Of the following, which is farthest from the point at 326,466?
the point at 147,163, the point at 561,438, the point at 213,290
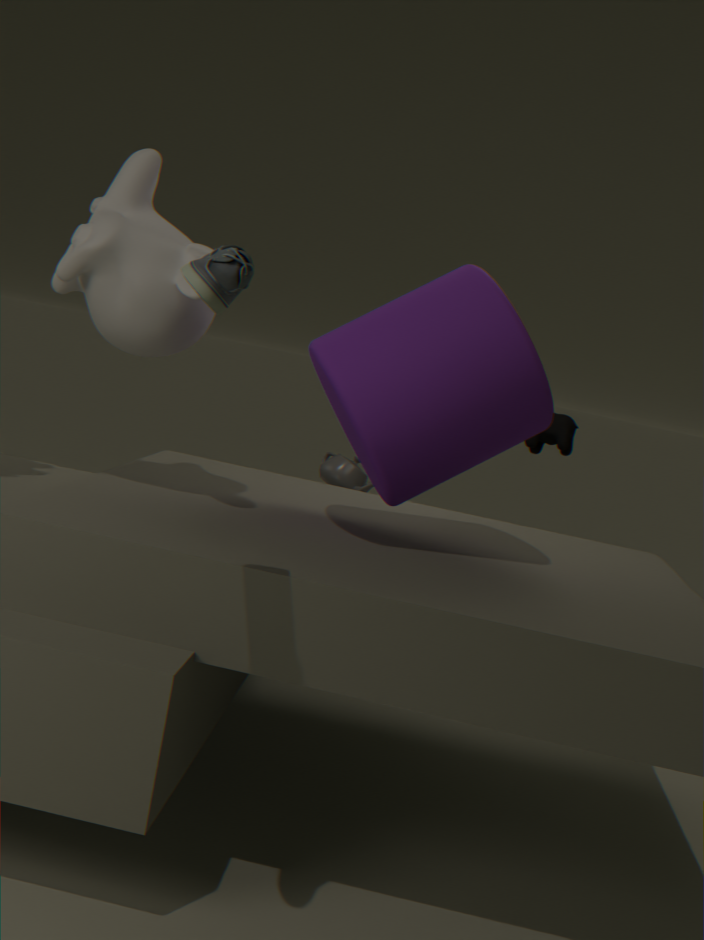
the point at 213,290
